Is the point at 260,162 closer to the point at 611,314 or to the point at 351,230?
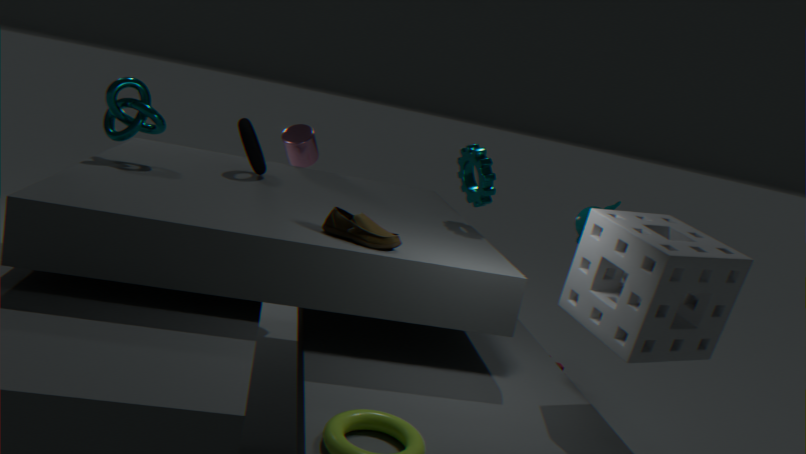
the point at 351,230
